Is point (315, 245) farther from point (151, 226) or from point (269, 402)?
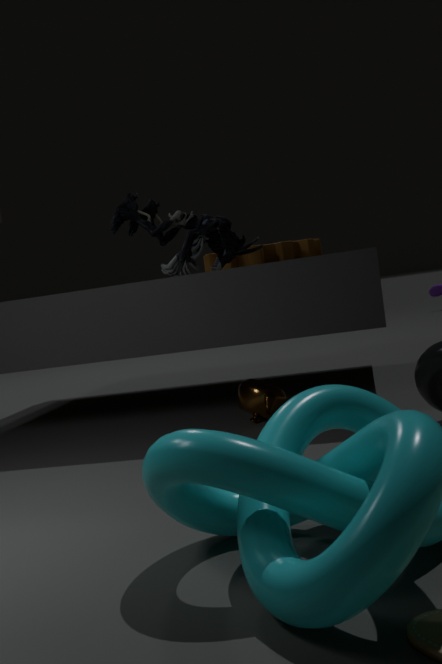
point (269, 402)
